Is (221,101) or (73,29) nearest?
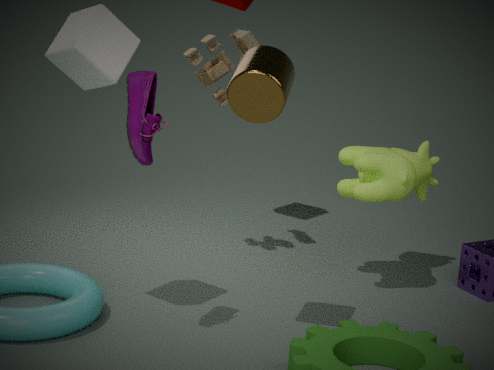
(73,29)
